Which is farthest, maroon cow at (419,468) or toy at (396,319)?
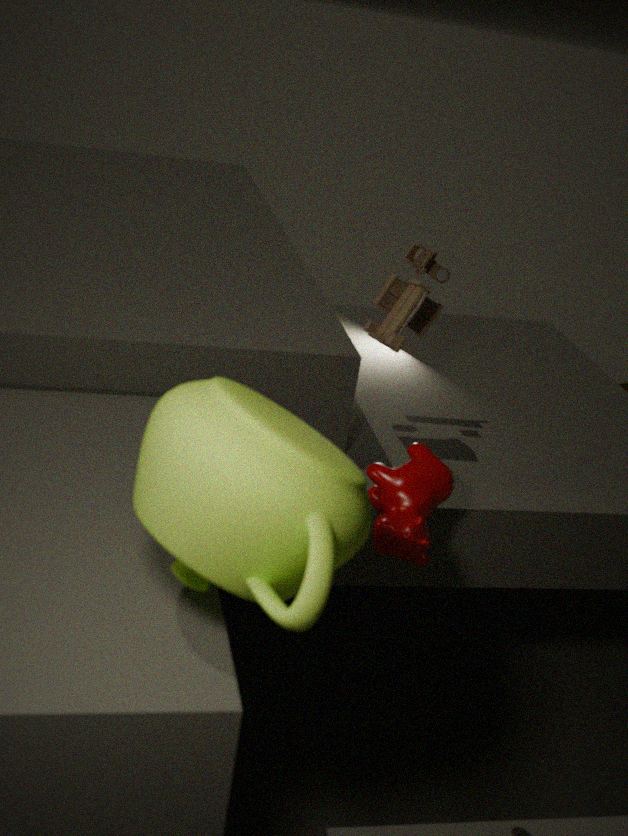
toy at (396,319)
